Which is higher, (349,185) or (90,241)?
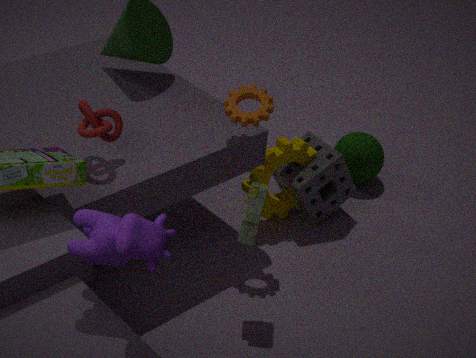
(90,241)
